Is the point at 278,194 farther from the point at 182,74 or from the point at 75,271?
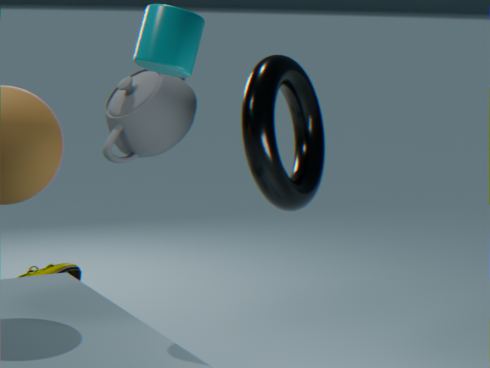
the point at 75,271
